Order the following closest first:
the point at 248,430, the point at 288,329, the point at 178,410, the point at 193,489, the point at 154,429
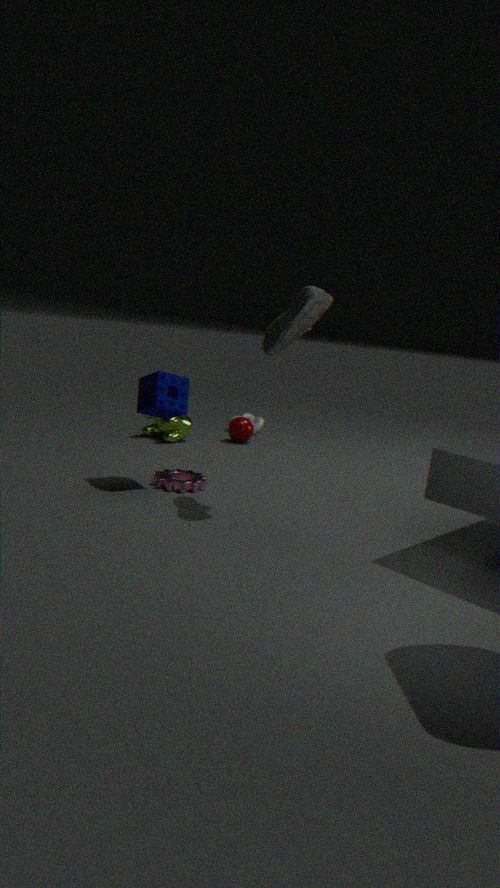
the point at 288,329 < the point at 178,410 < the point at 193,489 < the point at 154,429 < the point at 248,430
